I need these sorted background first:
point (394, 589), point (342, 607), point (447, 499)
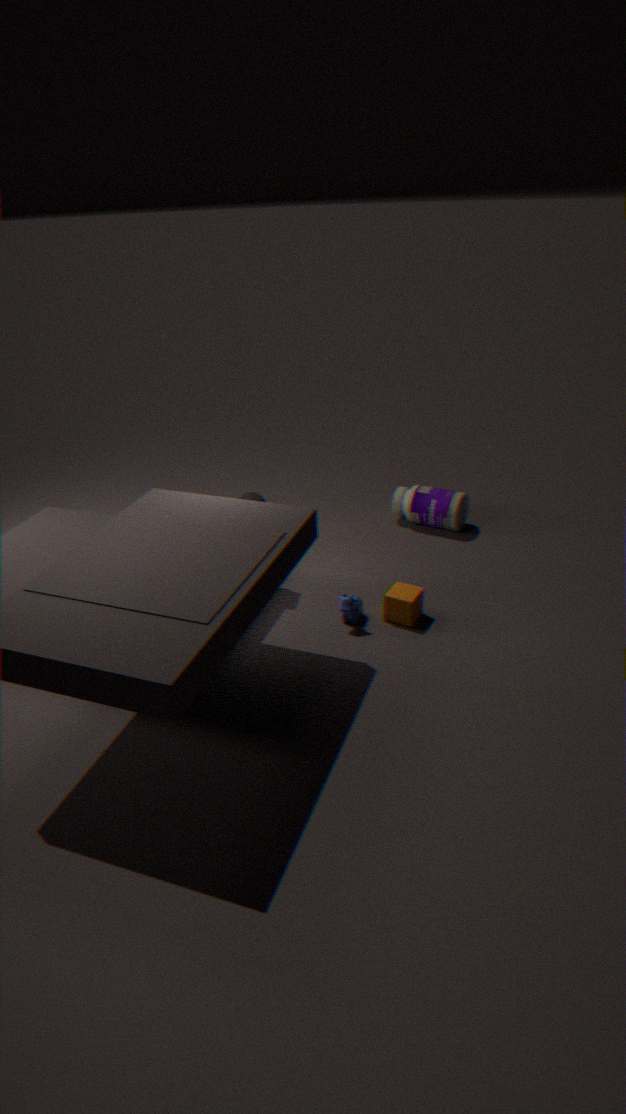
point (447, 499)
point (394, 589)
point (342, 607)
